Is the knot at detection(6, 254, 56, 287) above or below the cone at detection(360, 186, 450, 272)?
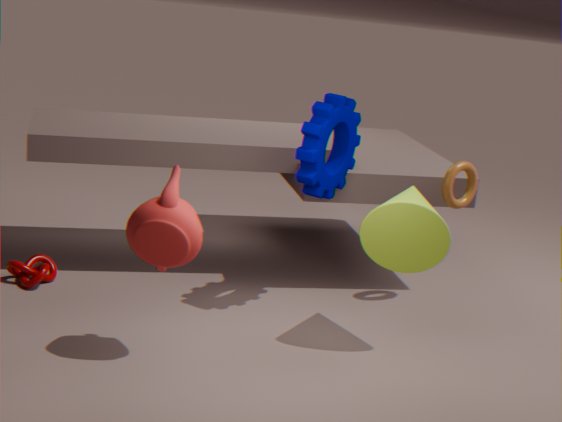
below
